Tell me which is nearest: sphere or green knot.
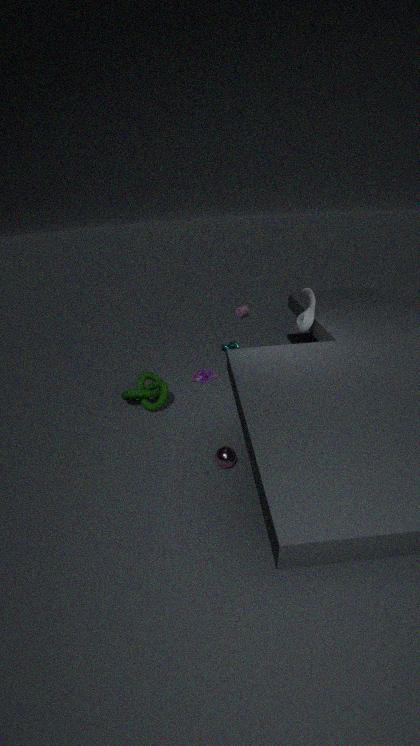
sphere
